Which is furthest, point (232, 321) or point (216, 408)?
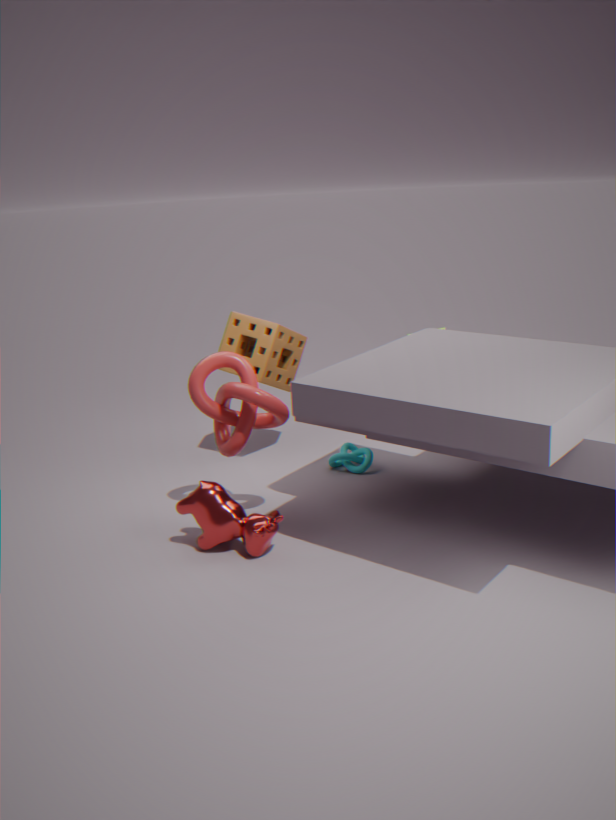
point (232, 321)
